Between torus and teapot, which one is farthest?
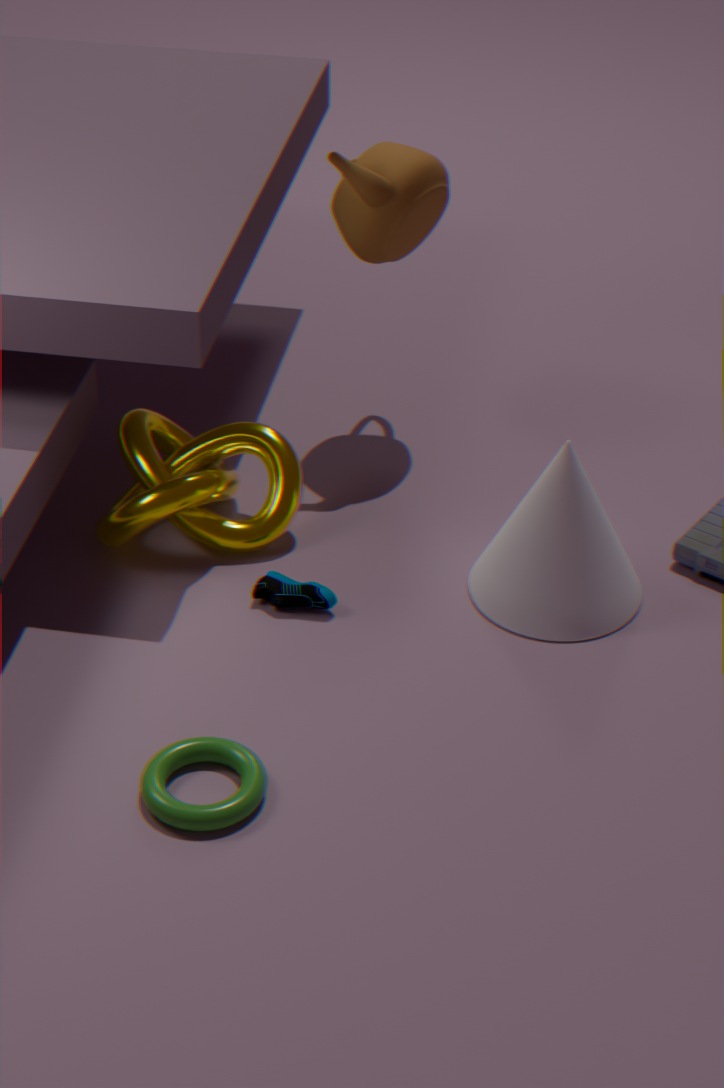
teapot
